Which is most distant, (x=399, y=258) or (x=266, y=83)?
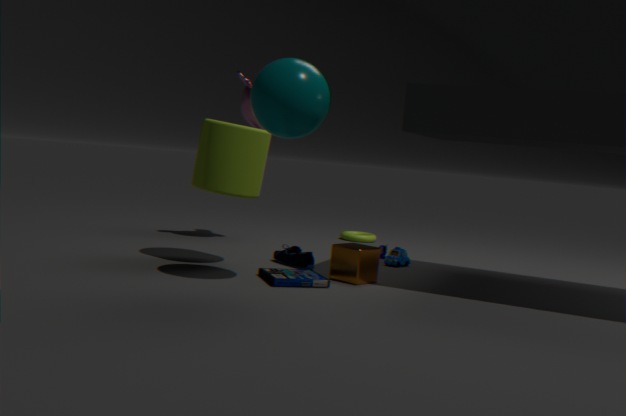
(x=399, y=258)
